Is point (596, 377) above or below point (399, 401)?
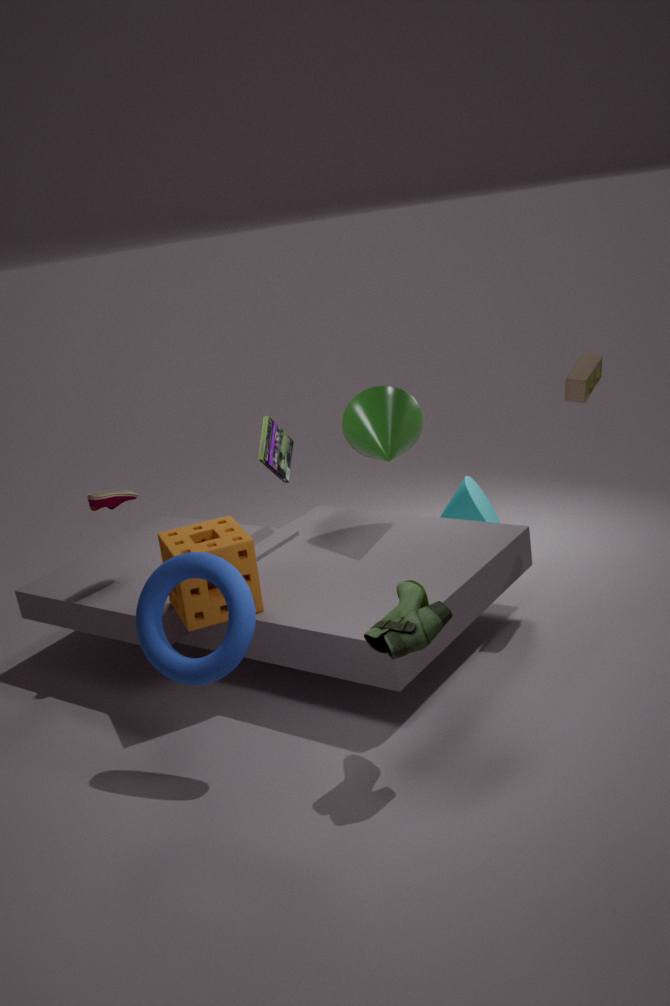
above
